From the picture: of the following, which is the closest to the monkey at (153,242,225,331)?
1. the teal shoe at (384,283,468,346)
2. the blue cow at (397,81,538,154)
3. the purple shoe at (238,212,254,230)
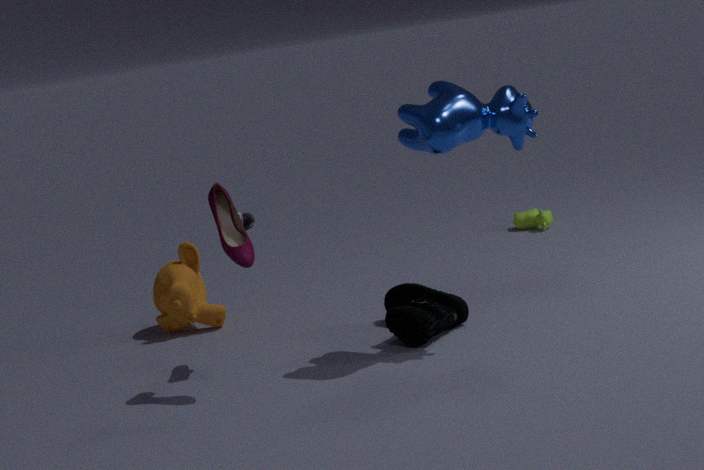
the purple shoe at (238,212,254,230)
